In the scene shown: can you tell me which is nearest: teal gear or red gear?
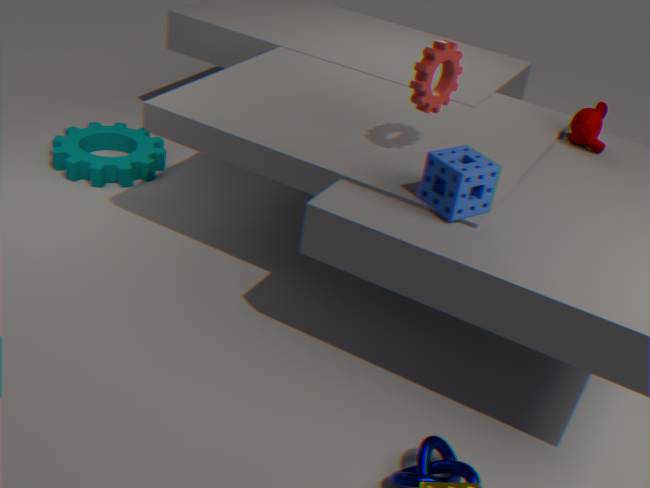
red gear
